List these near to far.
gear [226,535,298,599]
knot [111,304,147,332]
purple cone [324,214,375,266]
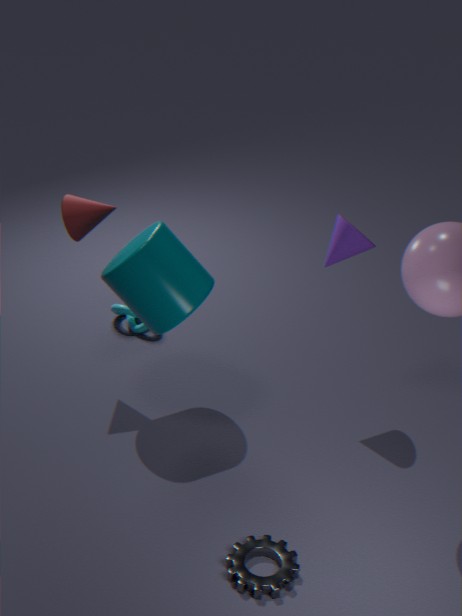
1. gear [226,535,298,599]
2. purple cone [324,214,375,266]
3. knot [111,304,147,332]
